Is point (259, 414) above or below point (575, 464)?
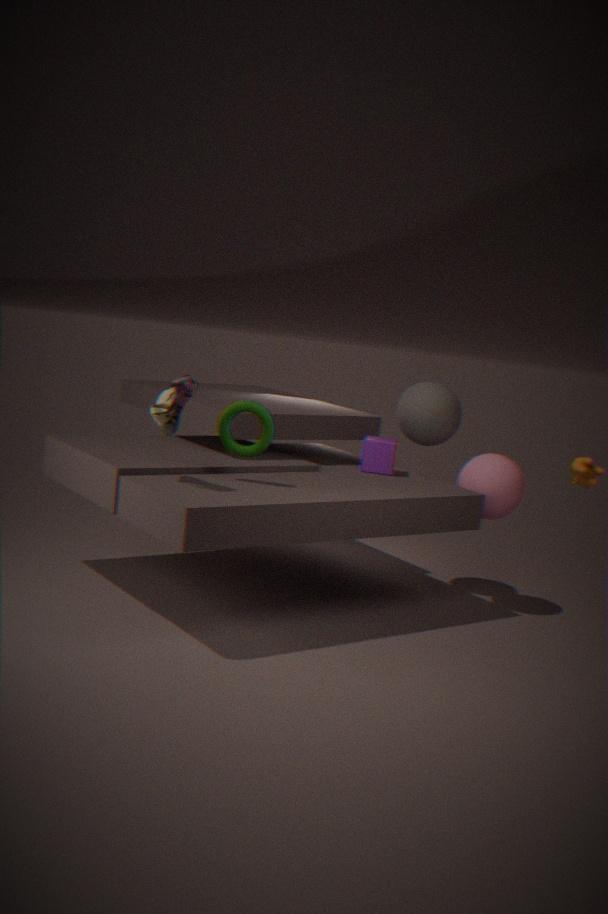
above
